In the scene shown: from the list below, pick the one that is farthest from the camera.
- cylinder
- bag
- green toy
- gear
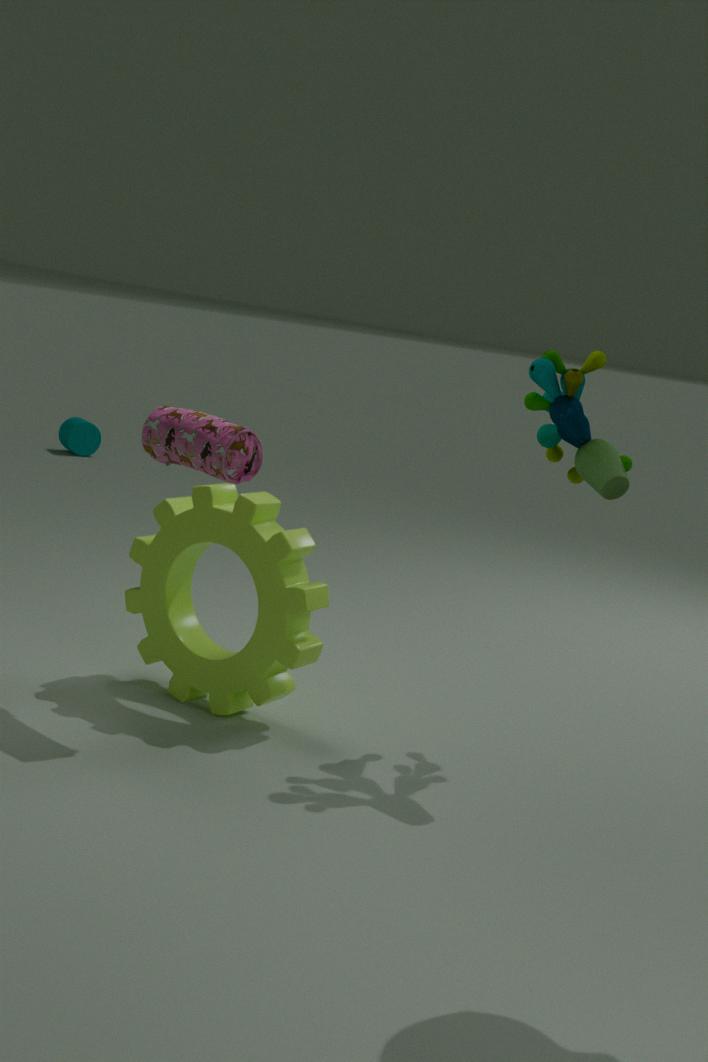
cylinder
